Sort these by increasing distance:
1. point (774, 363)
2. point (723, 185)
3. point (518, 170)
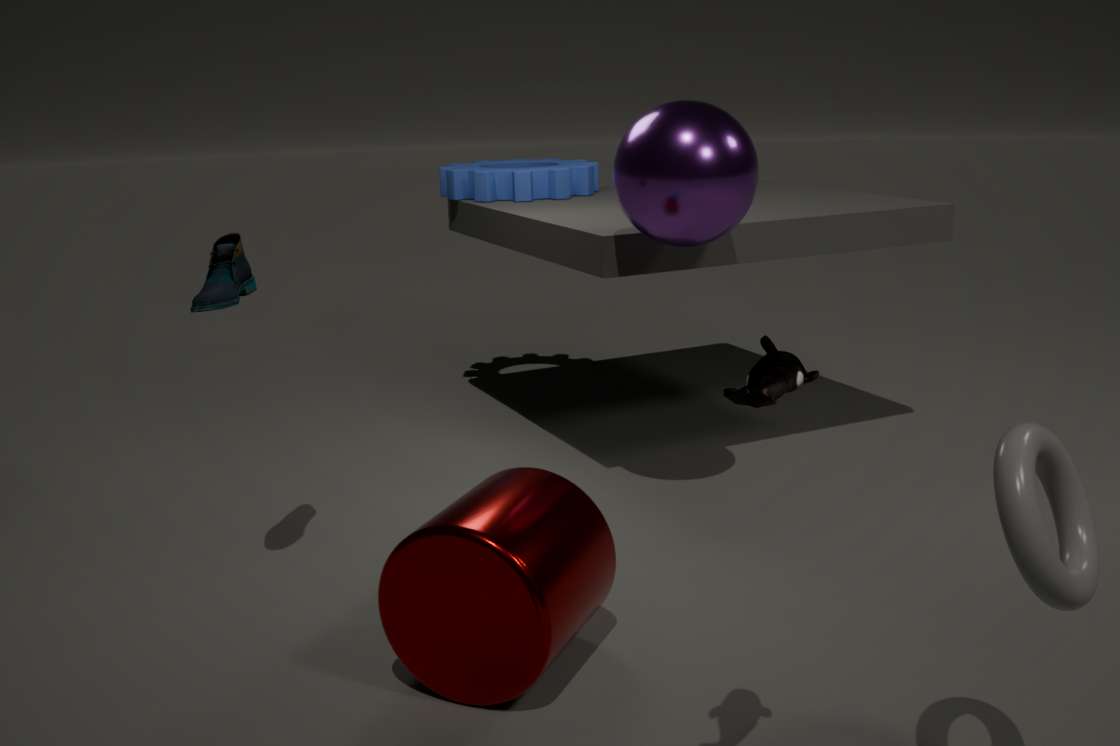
point (774, 363) < point (723, 185) < point (518, 170)
